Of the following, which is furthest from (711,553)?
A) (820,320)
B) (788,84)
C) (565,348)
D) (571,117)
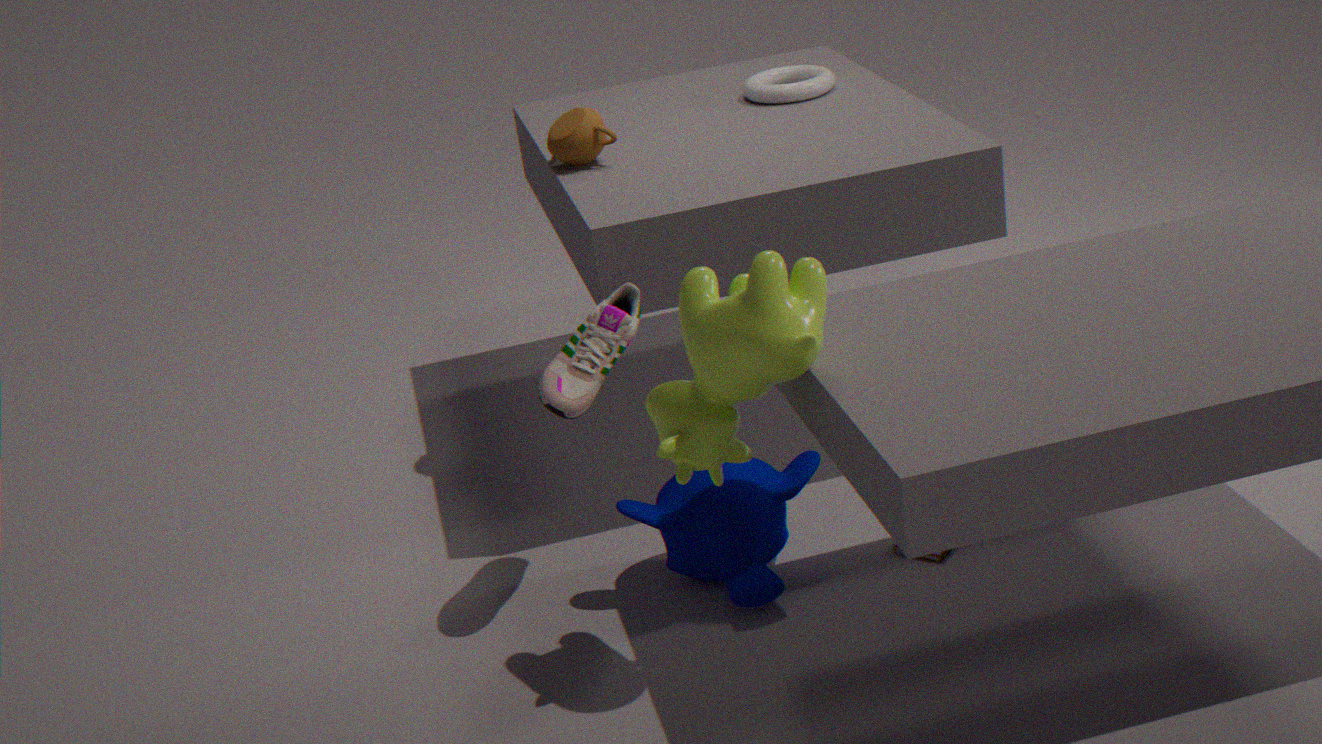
(788,84)
